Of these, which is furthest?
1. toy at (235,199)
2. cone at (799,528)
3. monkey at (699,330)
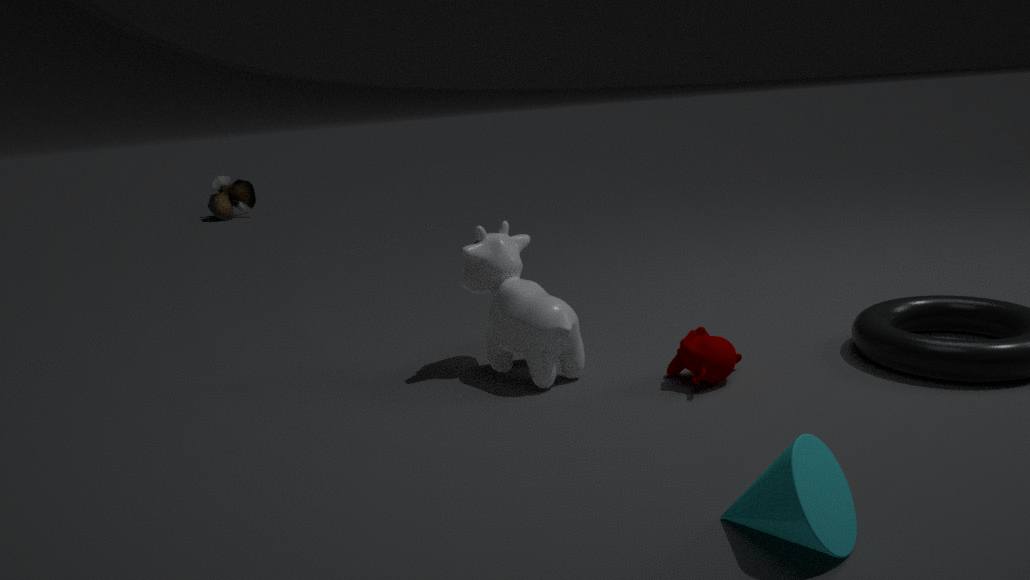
toy at (235,199)
